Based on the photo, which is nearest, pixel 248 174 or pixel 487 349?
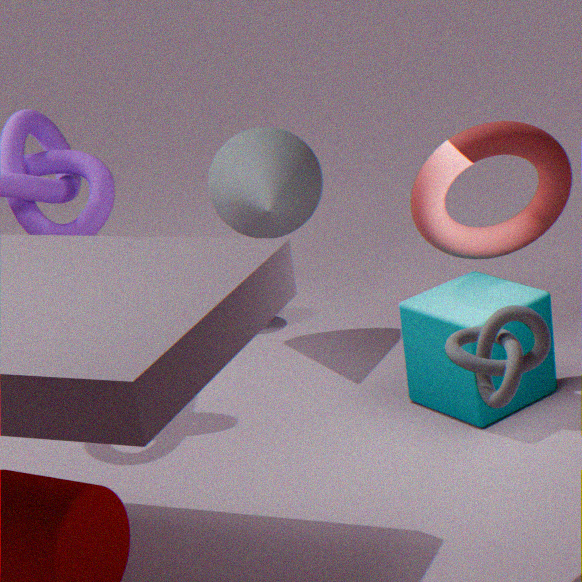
pixel 487 349
